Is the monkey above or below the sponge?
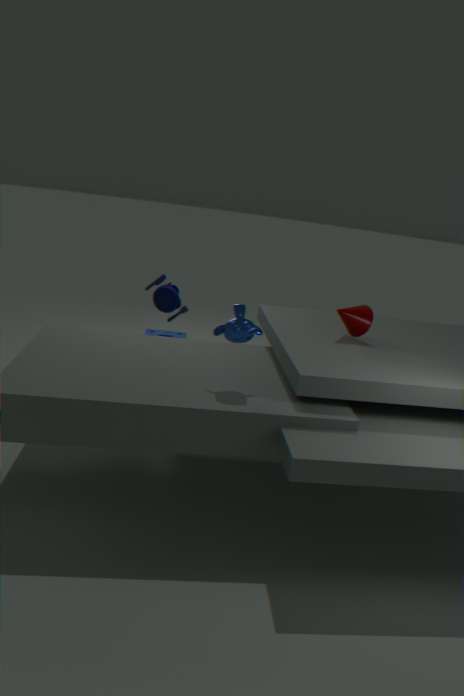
above
